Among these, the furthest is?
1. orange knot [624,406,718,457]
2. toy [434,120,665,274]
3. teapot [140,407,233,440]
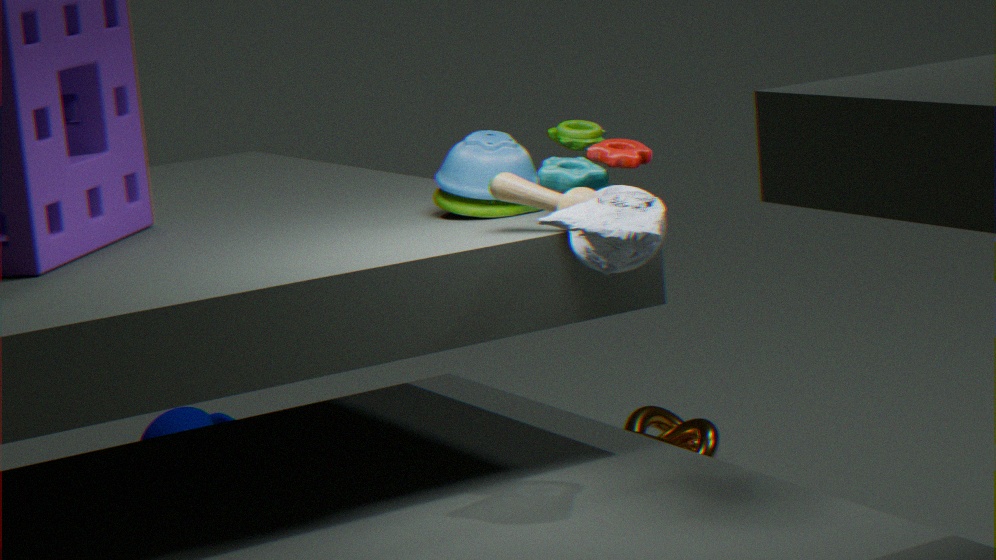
→ teapot [140,407,233,440]
